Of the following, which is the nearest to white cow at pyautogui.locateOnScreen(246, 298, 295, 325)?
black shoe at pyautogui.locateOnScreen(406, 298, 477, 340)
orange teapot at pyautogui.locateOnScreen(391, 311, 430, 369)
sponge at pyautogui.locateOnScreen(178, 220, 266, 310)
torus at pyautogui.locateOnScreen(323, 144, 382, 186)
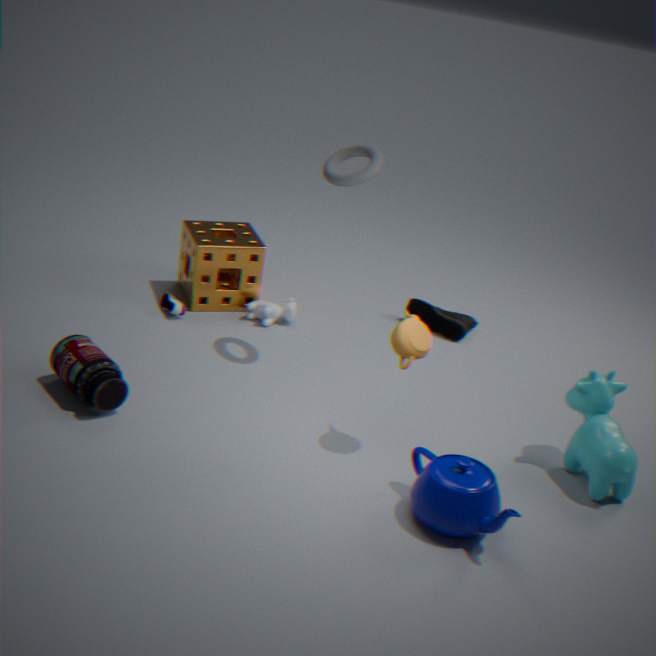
sponge at pyautogui.locateOnScreen(178, 220, 266, 310)
